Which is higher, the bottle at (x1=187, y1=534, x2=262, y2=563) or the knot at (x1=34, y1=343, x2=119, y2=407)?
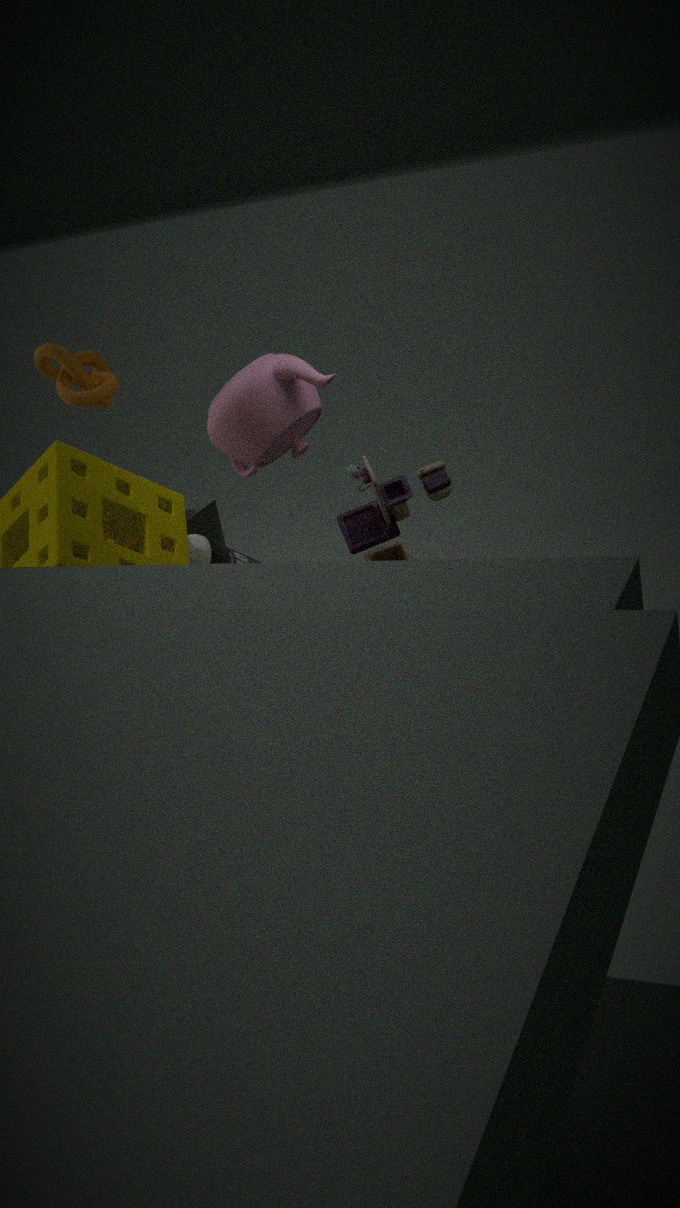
the knot at (x1=34, y1=343, x2=119, y2=407)
